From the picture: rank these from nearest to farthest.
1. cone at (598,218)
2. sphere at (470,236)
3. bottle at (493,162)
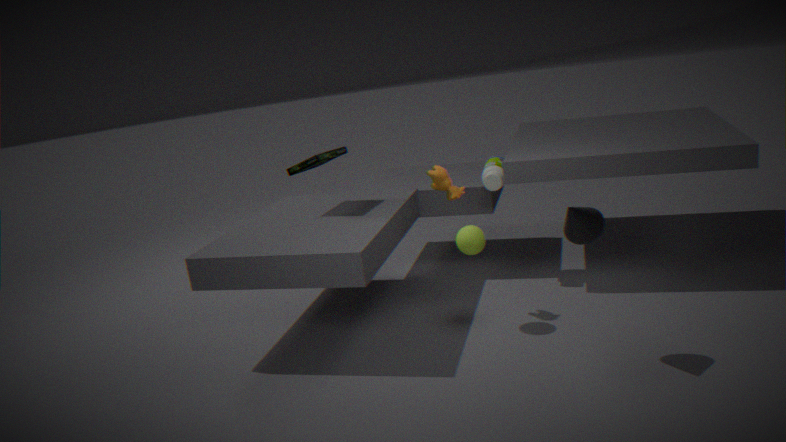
1. cone at (598,218)
2. sphere at (470,236)
3. bottle at (493,162)
